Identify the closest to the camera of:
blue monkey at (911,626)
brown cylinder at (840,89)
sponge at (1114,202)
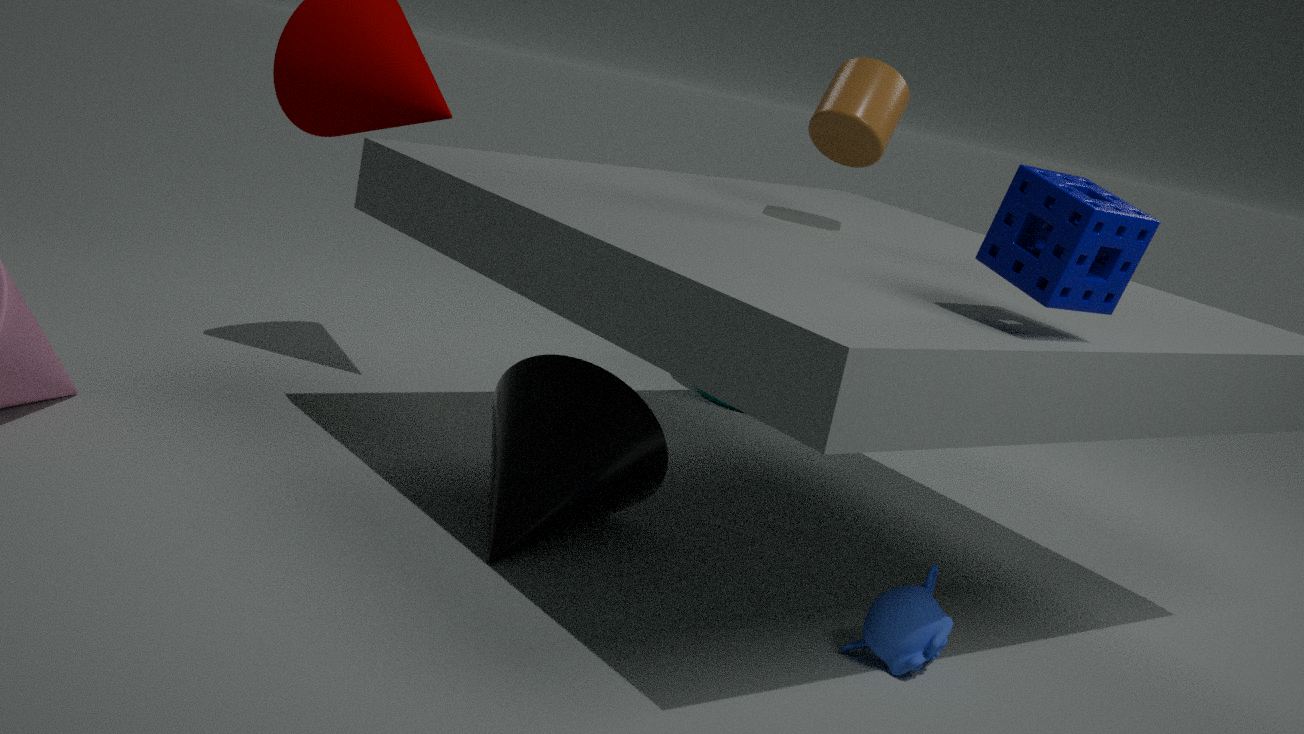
Result: sponge at (1114,202)
